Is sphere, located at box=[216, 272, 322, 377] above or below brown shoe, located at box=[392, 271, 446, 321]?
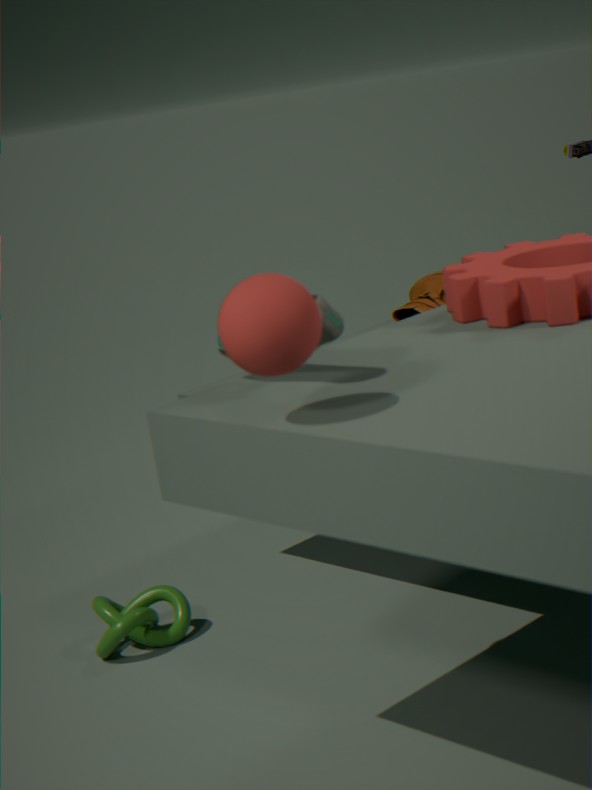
above
